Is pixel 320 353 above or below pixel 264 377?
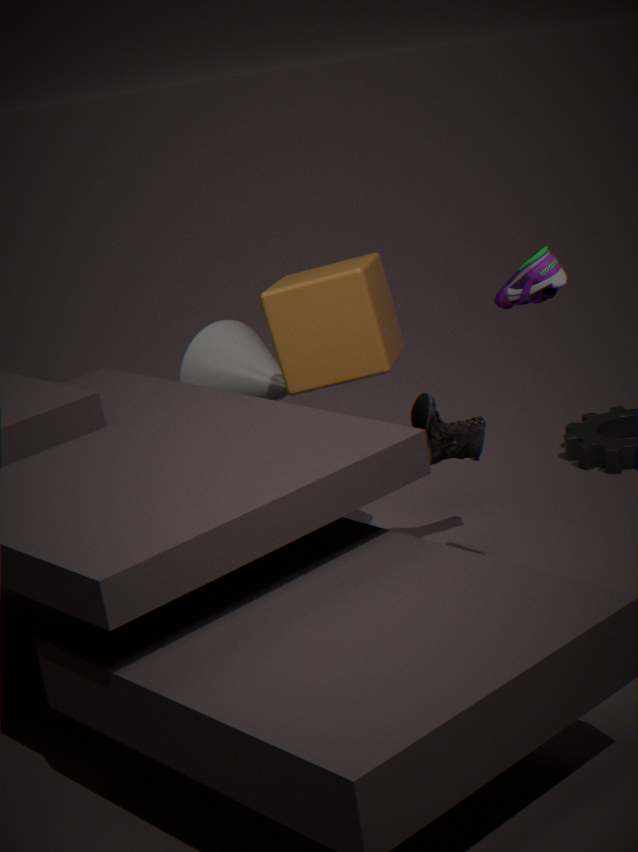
above
